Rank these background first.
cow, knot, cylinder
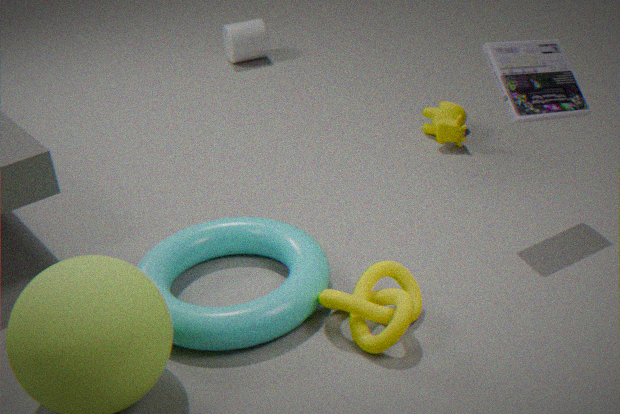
cylinder, cow, knot
